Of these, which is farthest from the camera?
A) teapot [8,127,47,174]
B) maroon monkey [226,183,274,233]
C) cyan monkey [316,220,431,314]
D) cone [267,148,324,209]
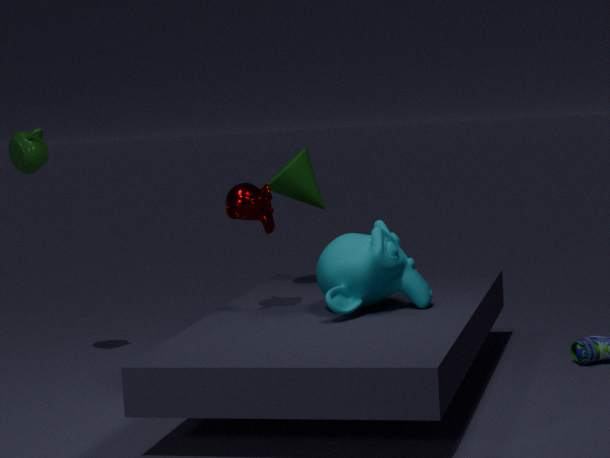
teapot [8,127,47,174]
